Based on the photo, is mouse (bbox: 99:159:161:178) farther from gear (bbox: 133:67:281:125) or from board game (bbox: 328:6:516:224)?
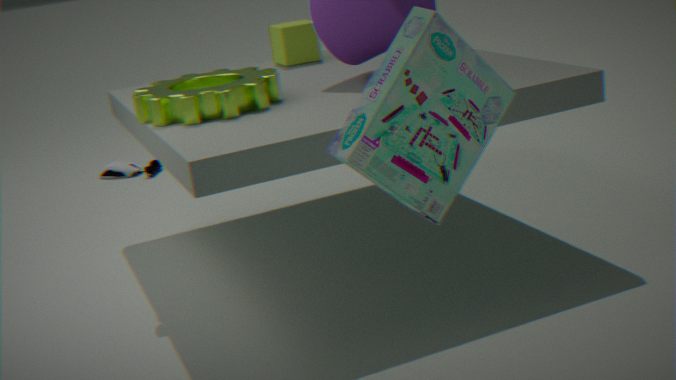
board game (bbox: 328:6:516:224)
